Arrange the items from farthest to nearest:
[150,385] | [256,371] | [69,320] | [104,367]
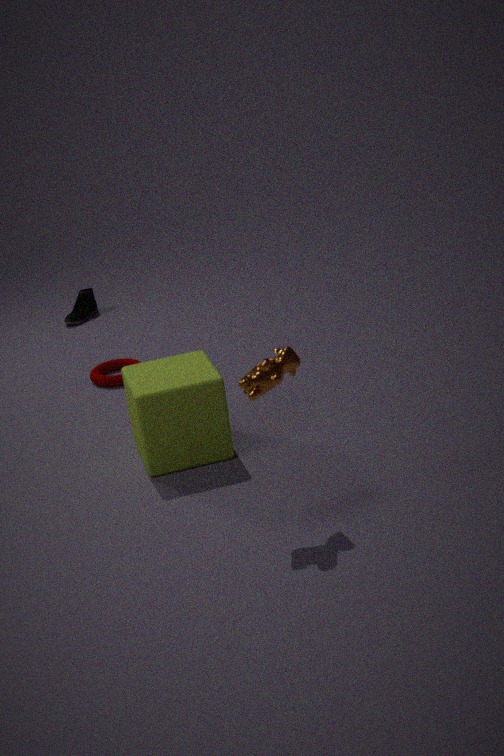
[69,320] < [104,367] < [150,385] < [256,371]
